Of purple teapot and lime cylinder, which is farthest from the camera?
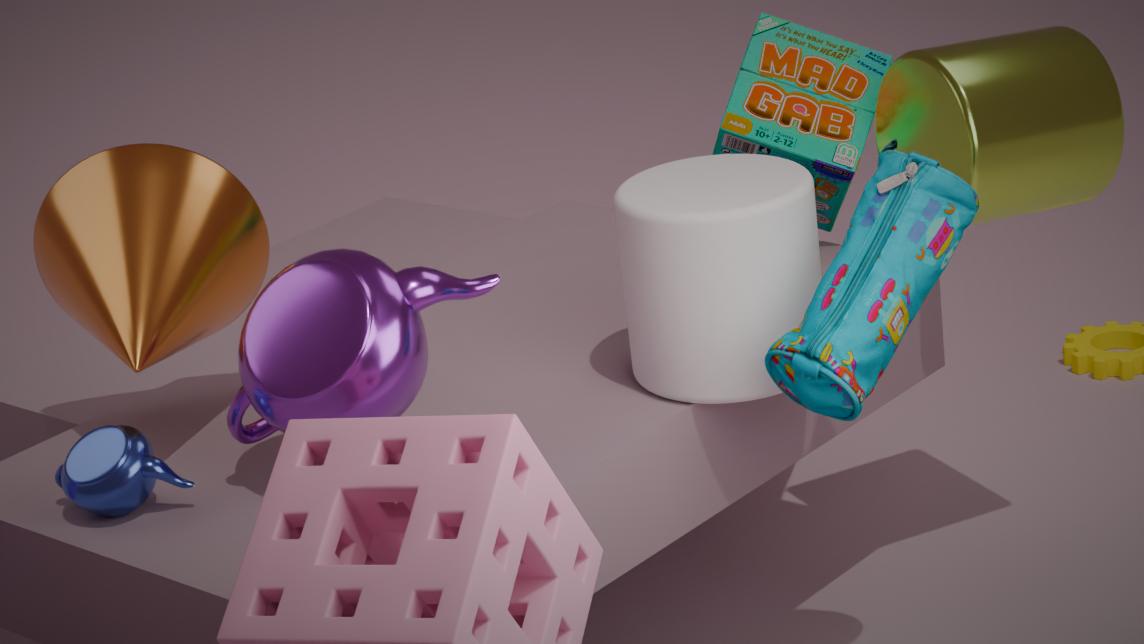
lime cylinder
